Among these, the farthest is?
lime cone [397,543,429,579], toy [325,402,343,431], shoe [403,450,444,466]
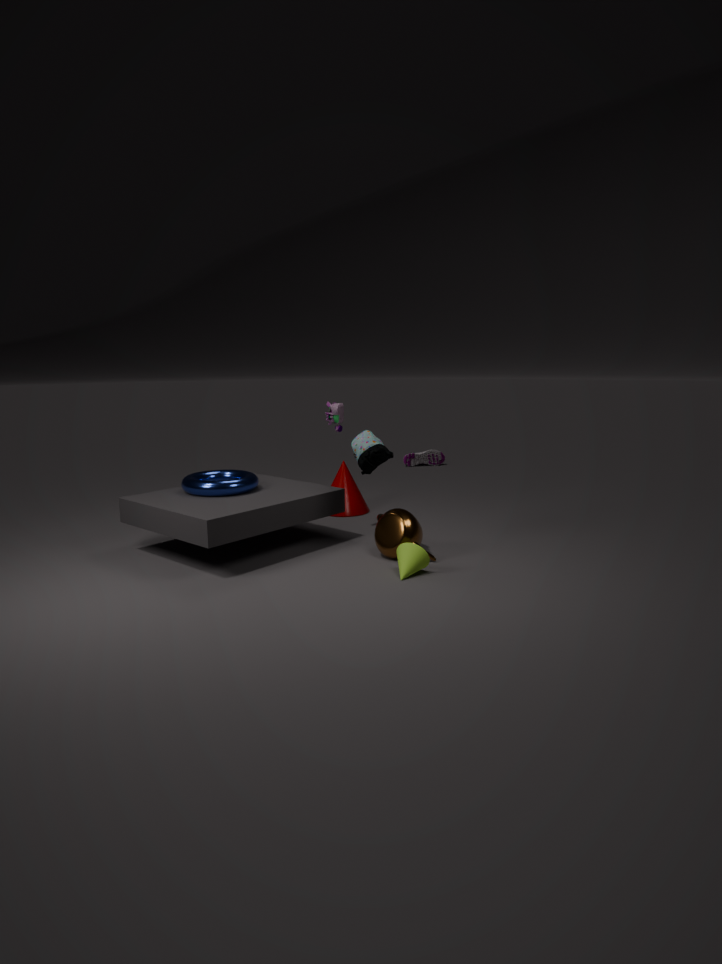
shoe [403,450,444,466]
